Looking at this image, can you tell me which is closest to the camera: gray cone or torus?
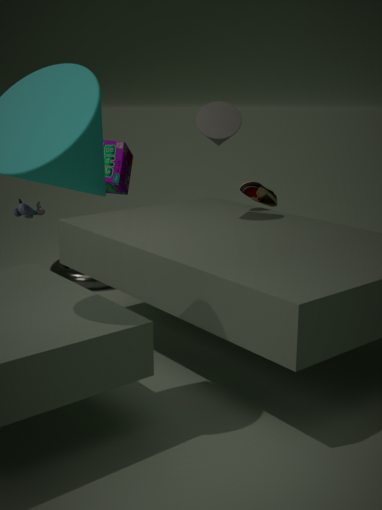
gray cone
